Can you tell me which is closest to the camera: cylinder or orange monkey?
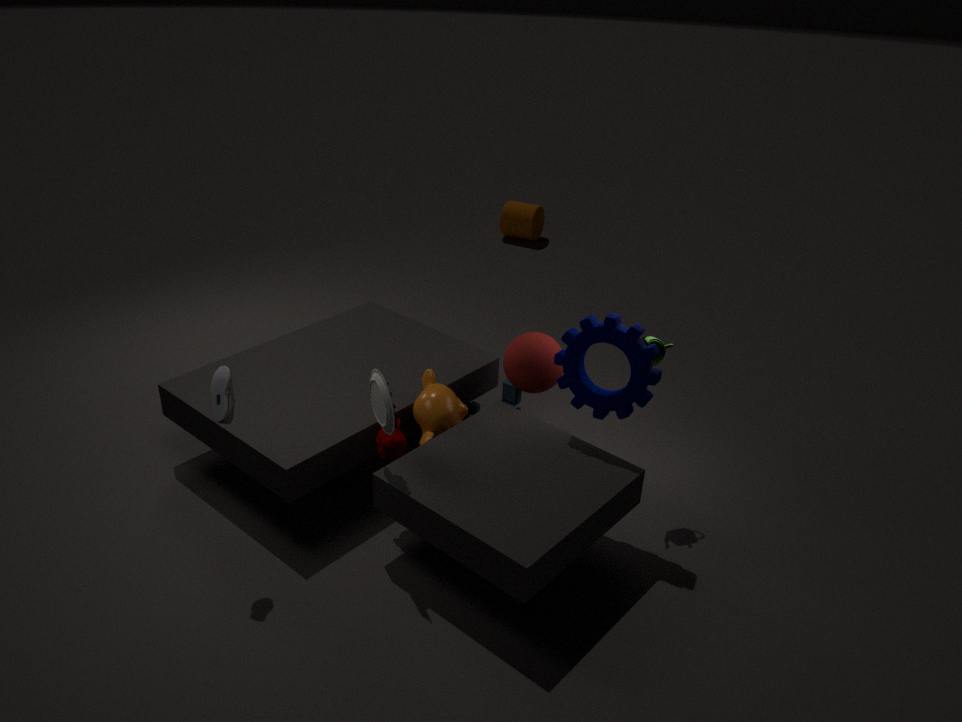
orange monkey
